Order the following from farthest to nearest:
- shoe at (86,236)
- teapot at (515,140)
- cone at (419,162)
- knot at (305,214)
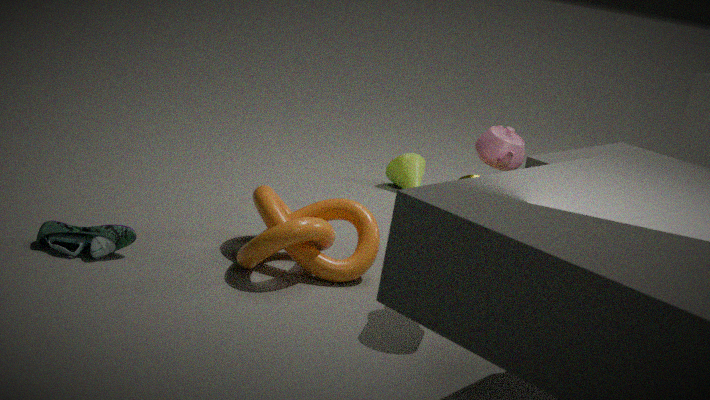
cone at (419,162), shoe at (86,236), knot at (305,214), teapot at (515,140)
